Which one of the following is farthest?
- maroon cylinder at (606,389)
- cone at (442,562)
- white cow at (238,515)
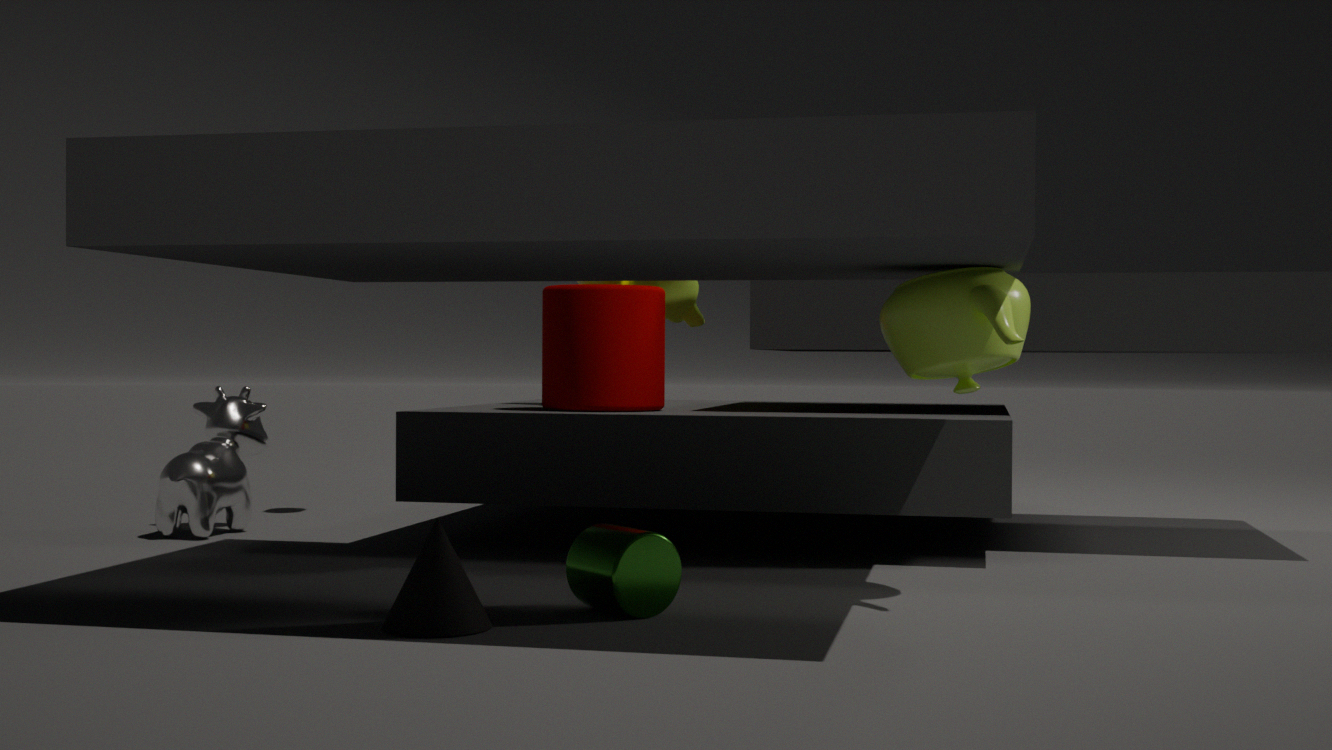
white cow at (238,515)
